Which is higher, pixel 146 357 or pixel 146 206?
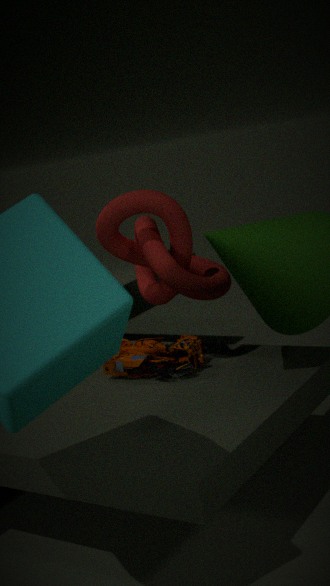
pixel 146 206
